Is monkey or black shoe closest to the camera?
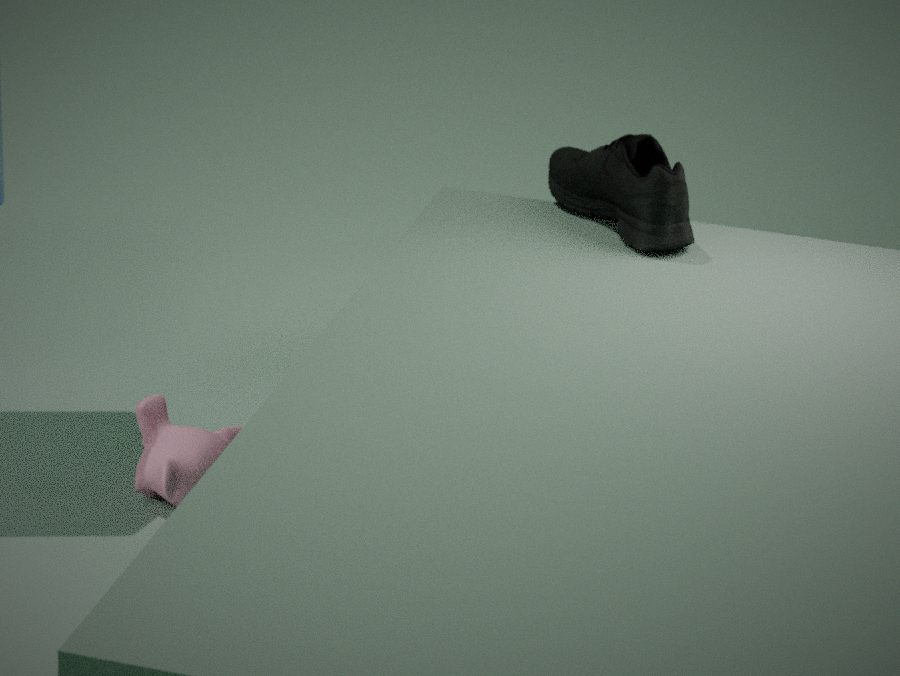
monkey
